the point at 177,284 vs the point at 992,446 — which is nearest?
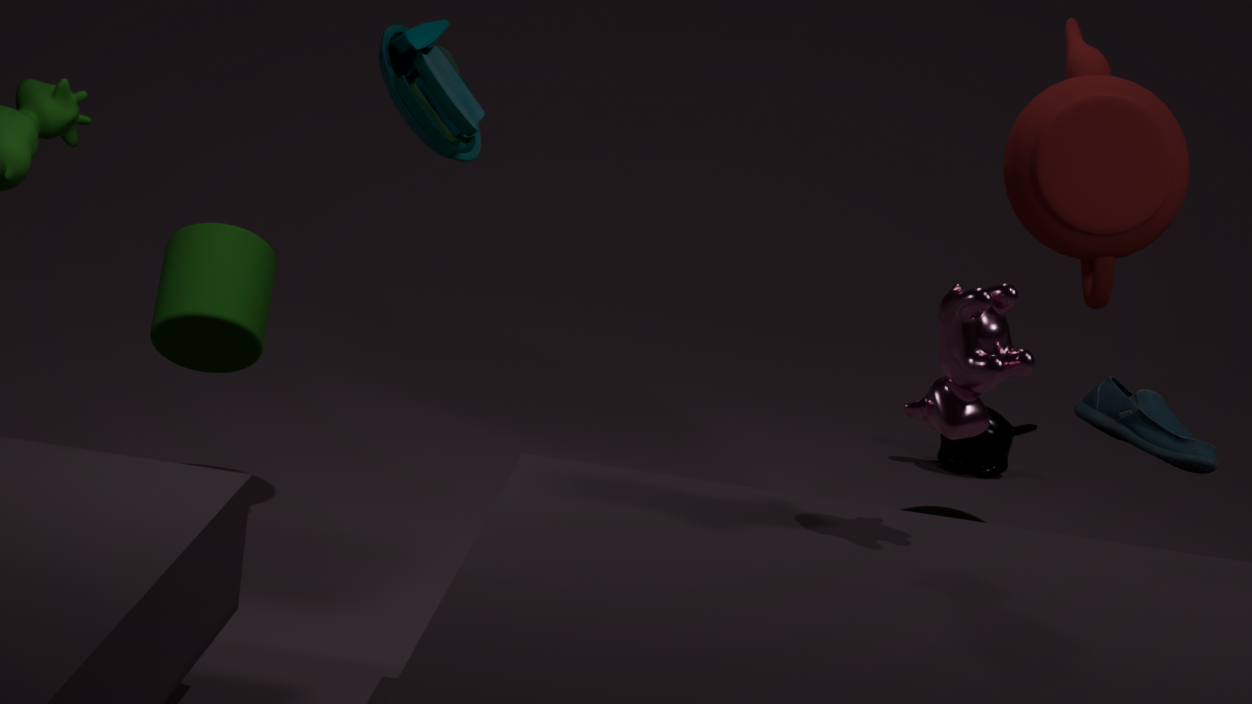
the point at 177,284
